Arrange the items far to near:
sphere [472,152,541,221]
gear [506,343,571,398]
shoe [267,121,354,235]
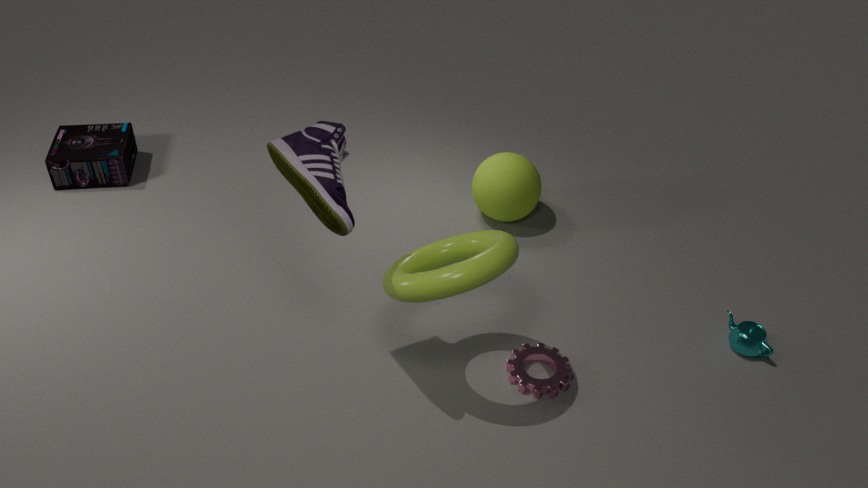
sphere [472,152,541,221] < gear [506,343,571,398] < shoe [267,121,354,235]
